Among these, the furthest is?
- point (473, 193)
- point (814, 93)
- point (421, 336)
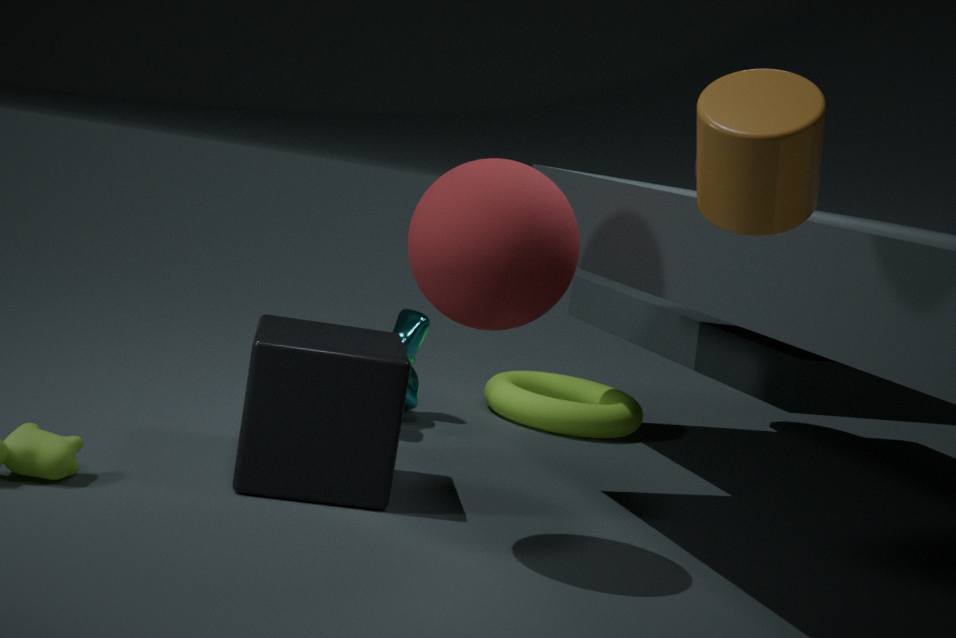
point (421, 336)
